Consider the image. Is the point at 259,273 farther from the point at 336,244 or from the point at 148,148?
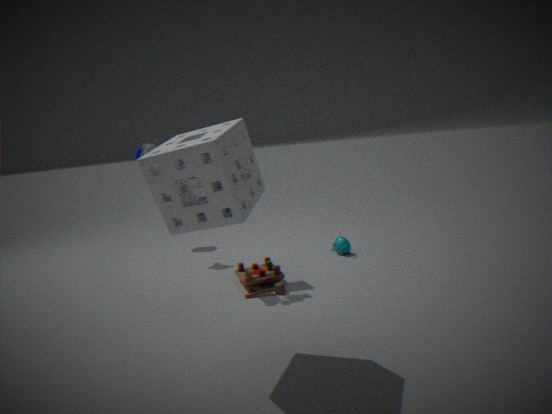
the point at 148,148
